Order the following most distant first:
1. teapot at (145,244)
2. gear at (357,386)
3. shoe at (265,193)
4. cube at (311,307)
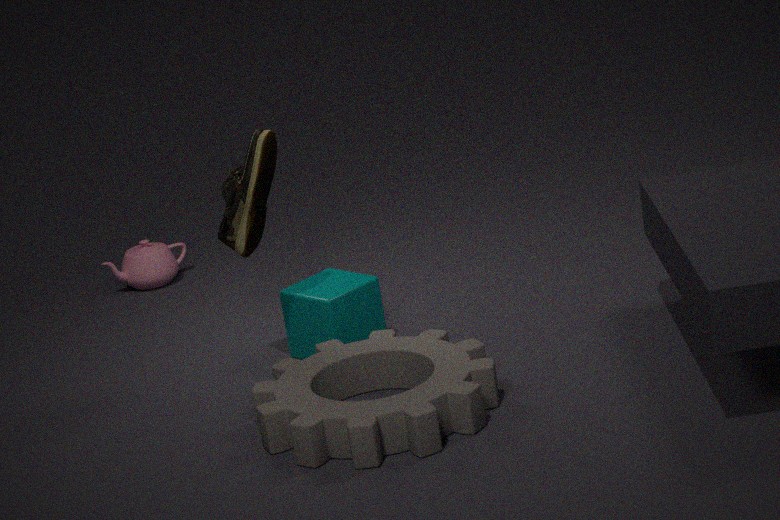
teapot at (145,244) < cube at (311,307) < shoe at (265,193) < gear at (357,386)
